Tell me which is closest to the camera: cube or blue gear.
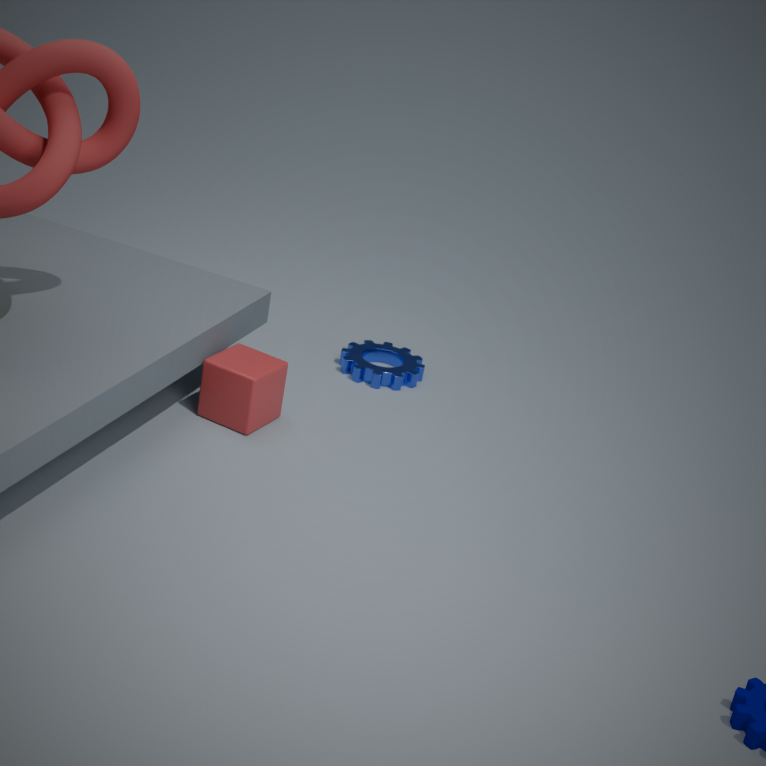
cube
